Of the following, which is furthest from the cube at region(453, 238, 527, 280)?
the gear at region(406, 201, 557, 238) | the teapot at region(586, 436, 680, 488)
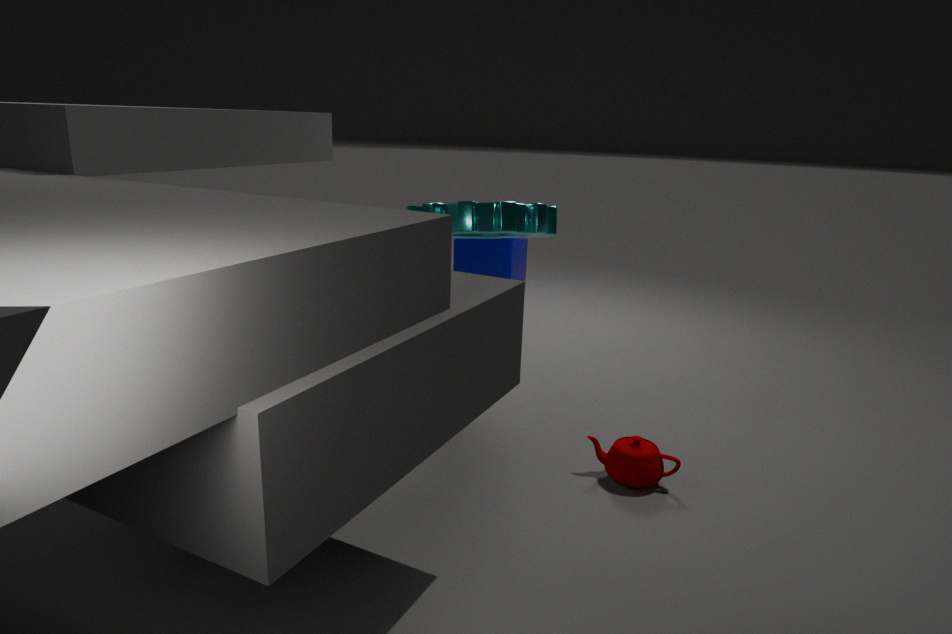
the teapot at region(586, 436, 680, 488)
